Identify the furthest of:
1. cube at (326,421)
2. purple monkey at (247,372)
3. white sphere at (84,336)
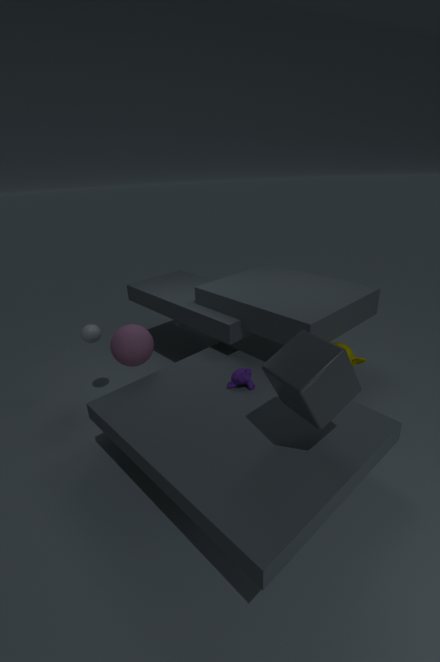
white sphere at (84,336)
